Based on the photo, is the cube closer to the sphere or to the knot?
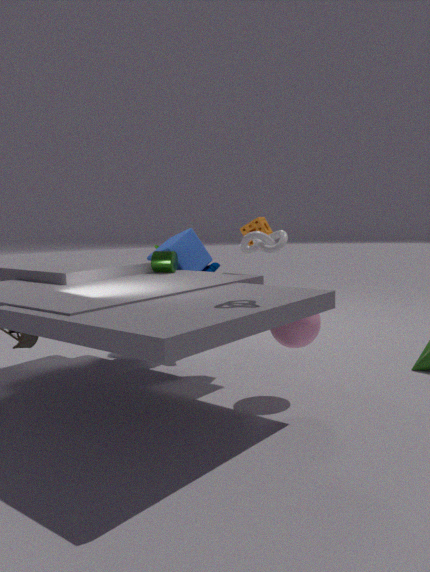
the sphere
